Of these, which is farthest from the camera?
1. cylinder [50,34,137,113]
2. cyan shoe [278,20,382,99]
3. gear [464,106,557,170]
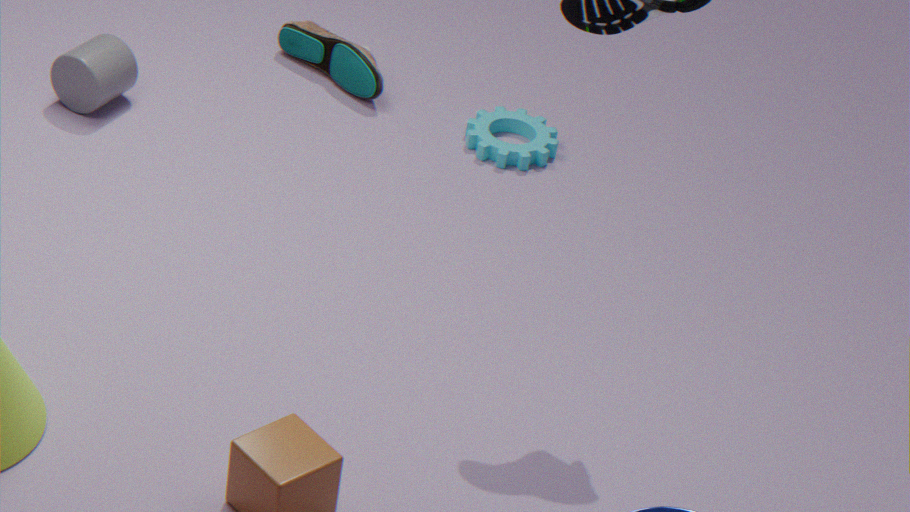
cyan shoe [278,20,382,99]
